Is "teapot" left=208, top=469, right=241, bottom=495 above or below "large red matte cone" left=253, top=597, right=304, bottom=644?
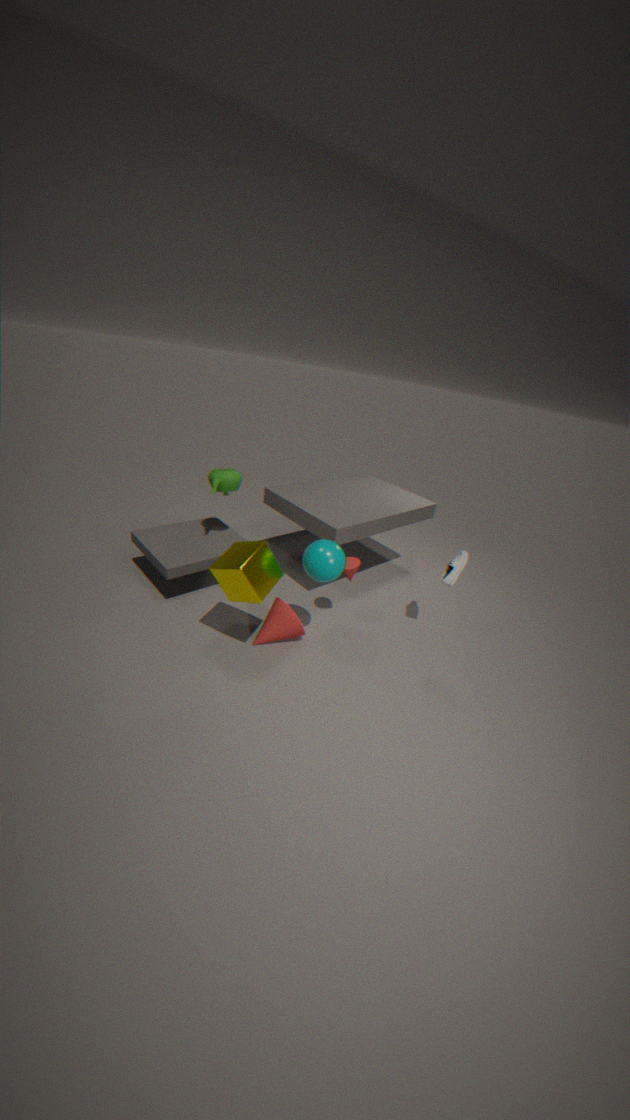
above
